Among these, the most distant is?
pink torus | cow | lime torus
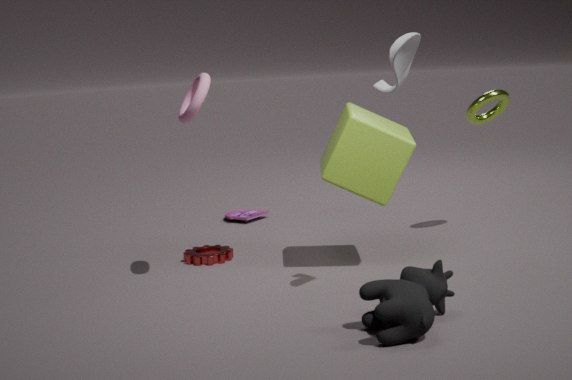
lime torus
